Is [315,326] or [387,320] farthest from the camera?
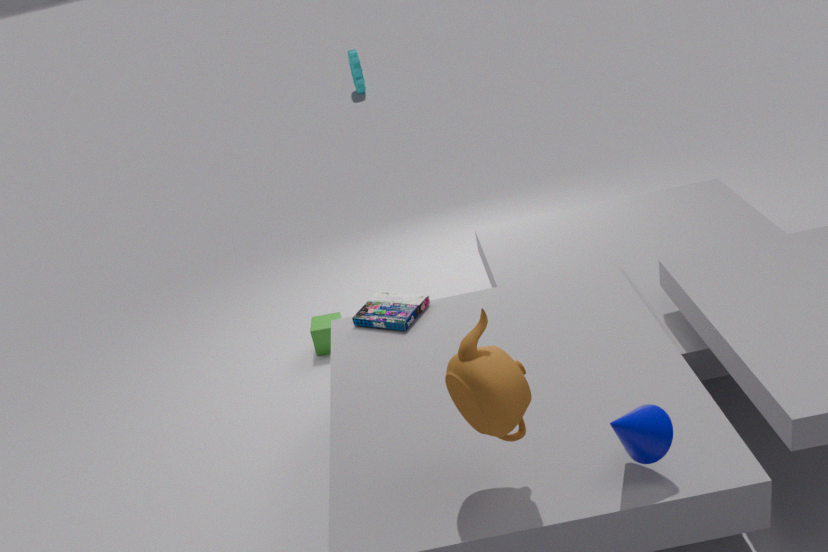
[315,326]
